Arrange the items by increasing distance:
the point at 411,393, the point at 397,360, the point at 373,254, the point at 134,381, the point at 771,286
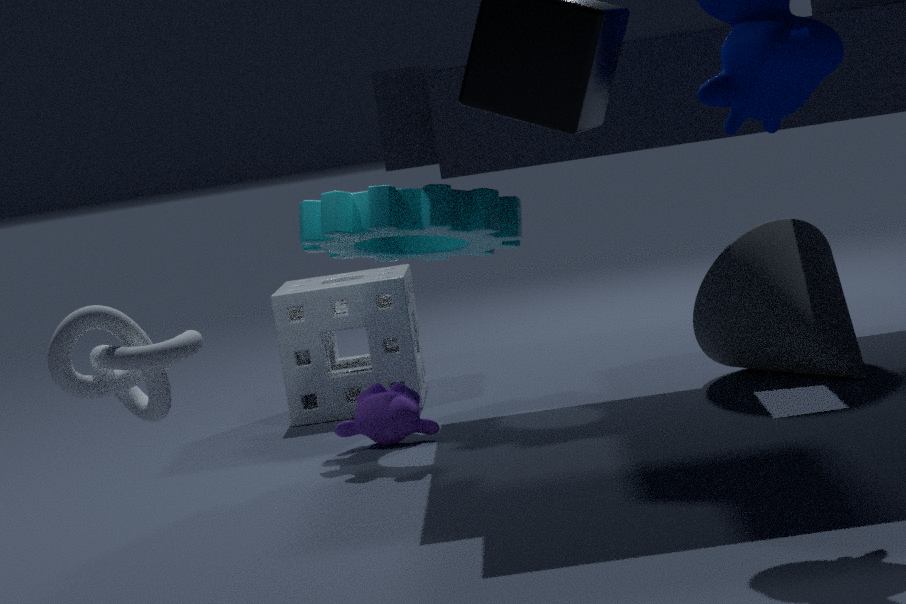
the point at 134,381 → the point at 411,393 → the point at 771,286 → the point at 373,254 → the point at 397,360
